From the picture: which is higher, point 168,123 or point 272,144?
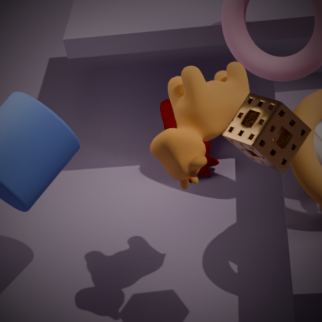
point 272,144
